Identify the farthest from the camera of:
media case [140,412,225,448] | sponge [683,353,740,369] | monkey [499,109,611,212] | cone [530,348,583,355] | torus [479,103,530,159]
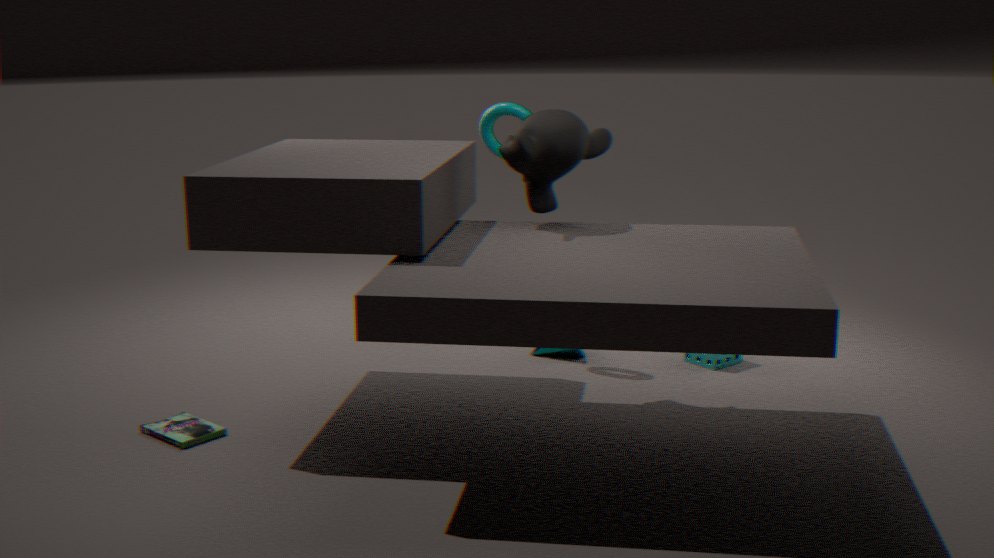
cone [530,348,583,355]
